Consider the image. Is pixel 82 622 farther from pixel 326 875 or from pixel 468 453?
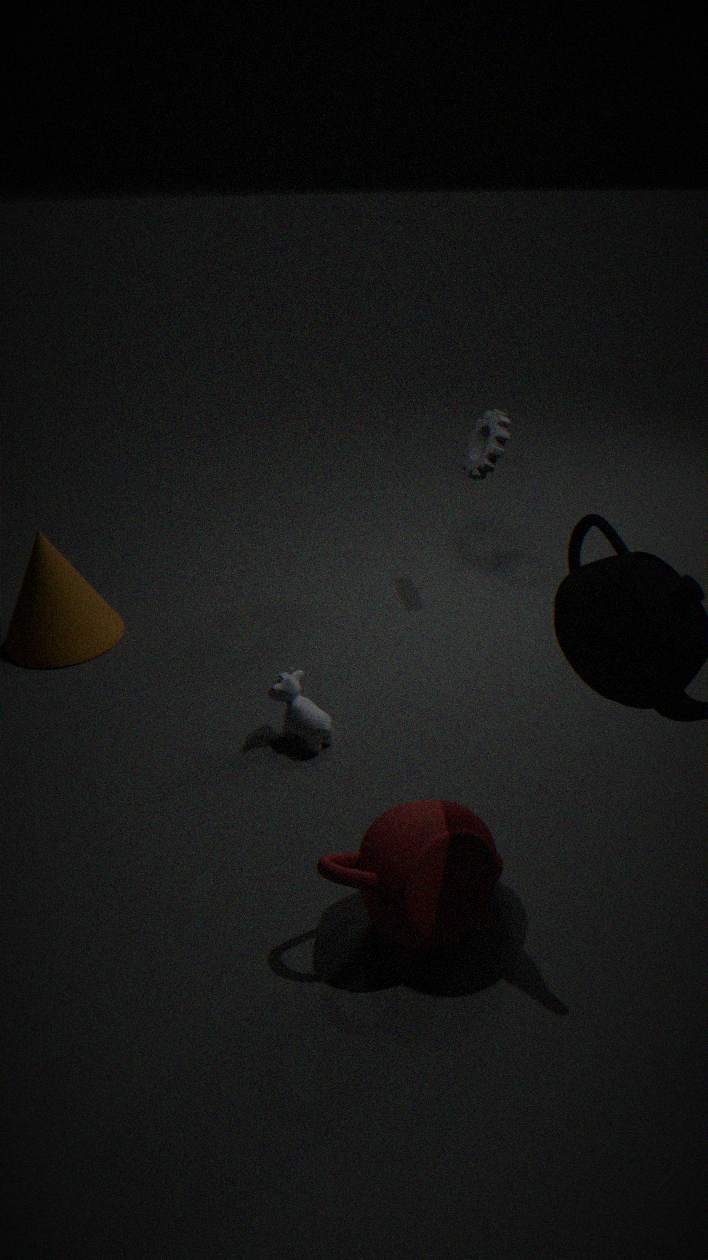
pixel 326 875
